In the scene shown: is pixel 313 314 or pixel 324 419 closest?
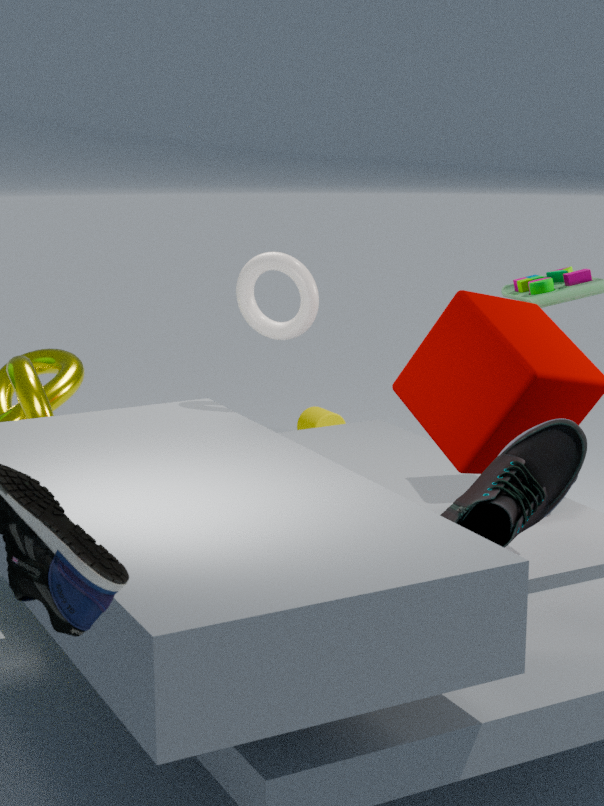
pixel 313 314
